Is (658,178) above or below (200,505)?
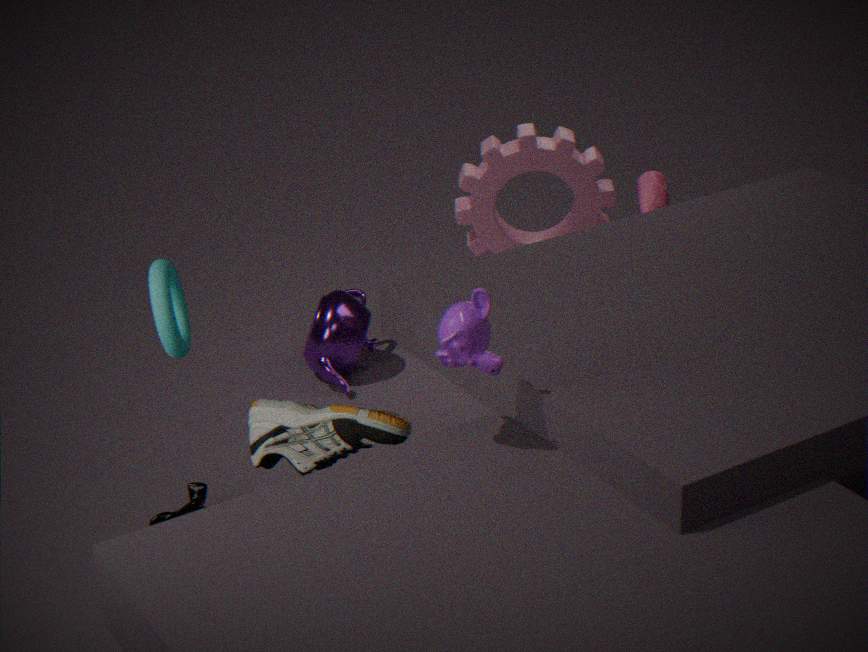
above
